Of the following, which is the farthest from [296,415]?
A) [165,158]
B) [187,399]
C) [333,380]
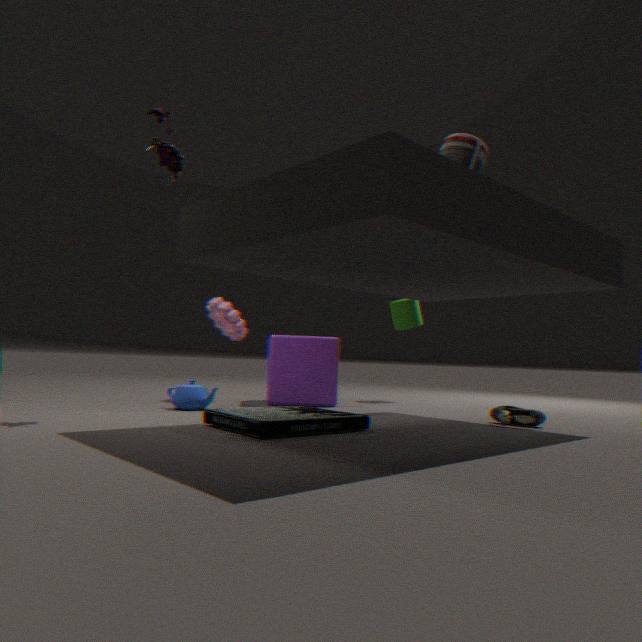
[165,158]
